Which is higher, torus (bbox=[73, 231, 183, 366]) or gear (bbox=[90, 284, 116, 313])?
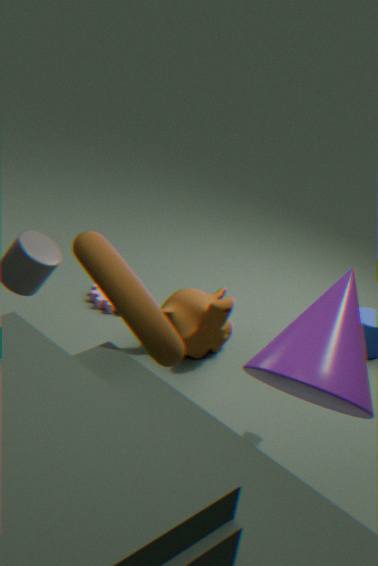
torus (bbox=[73, 231, 183, 366])
